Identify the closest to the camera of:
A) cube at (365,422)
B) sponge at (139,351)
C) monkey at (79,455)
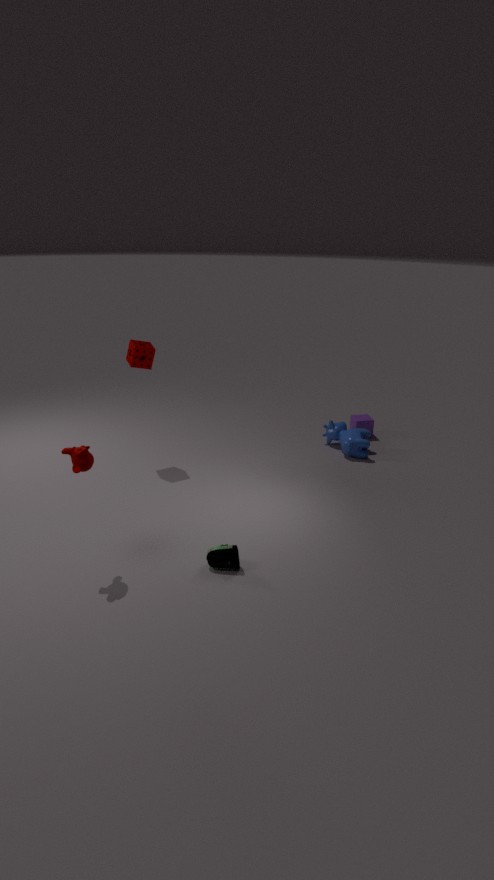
monkey at (79,455)
